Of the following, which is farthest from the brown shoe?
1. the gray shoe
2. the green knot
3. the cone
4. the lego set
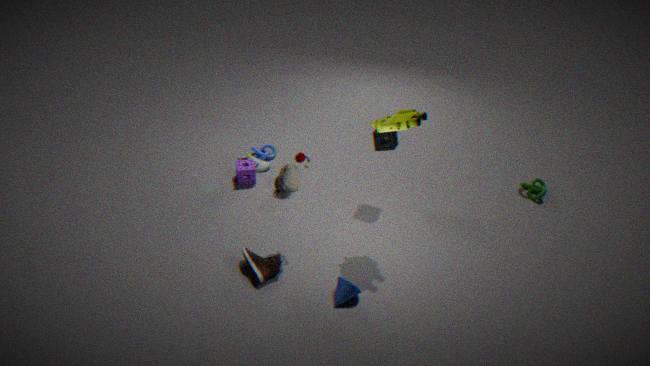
the green knot
